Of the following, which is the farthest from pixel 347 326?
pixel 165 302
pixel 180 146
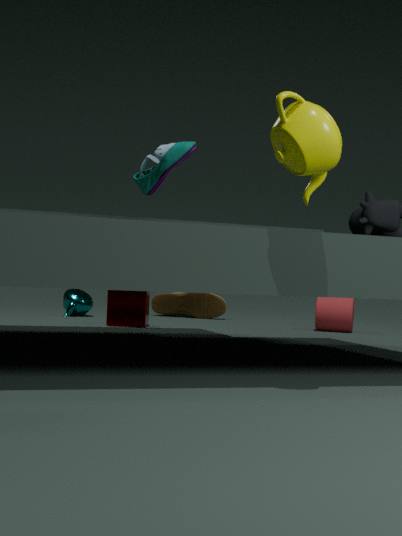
pixel 180 146
